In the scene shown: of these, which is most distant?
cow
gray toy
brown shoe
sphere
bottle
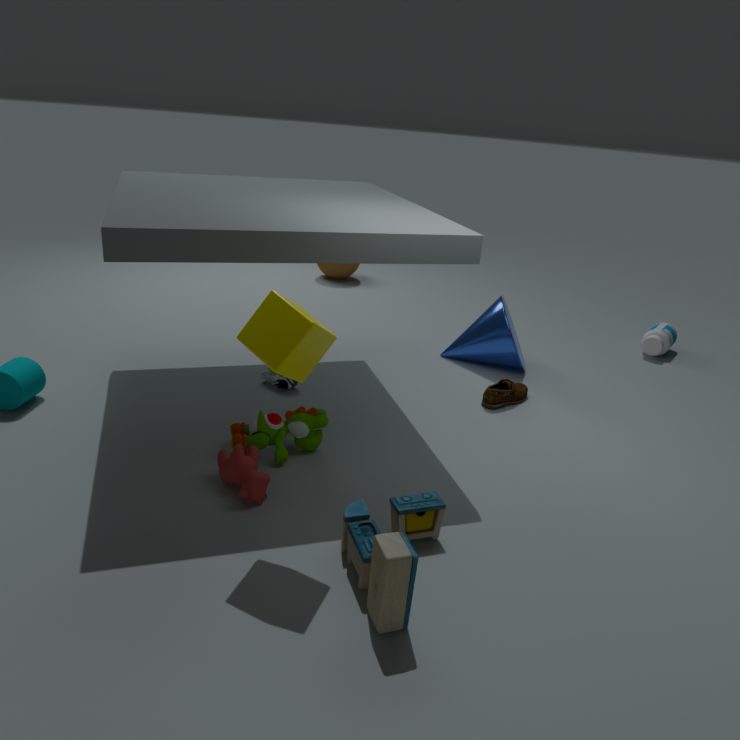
sphere
